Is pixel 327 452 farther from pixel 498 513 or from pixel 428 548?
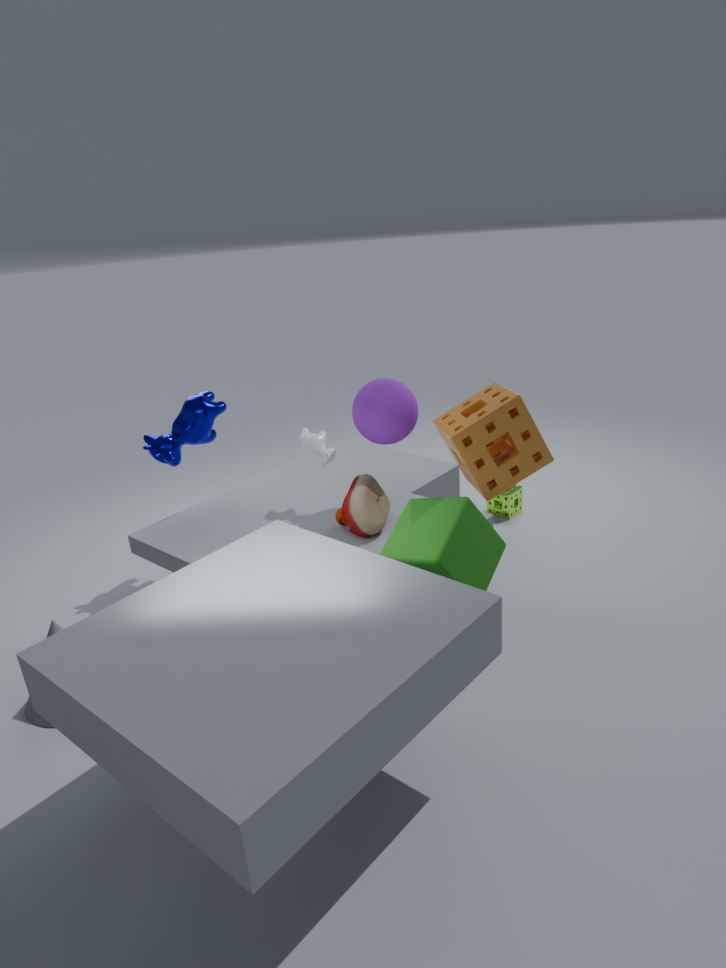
pixel 498 513
